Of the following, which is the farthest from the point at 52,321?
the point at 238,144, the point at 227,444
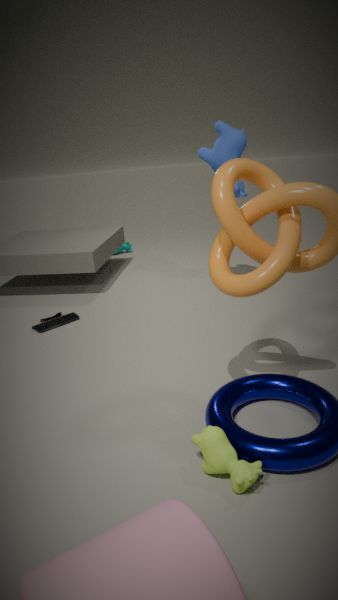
the point at 227,444
